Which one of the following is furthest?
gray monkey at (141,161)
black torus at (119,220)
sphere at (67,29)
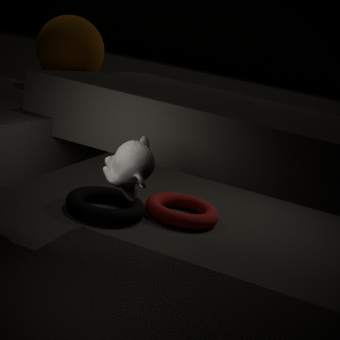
black torus at (119,220)
